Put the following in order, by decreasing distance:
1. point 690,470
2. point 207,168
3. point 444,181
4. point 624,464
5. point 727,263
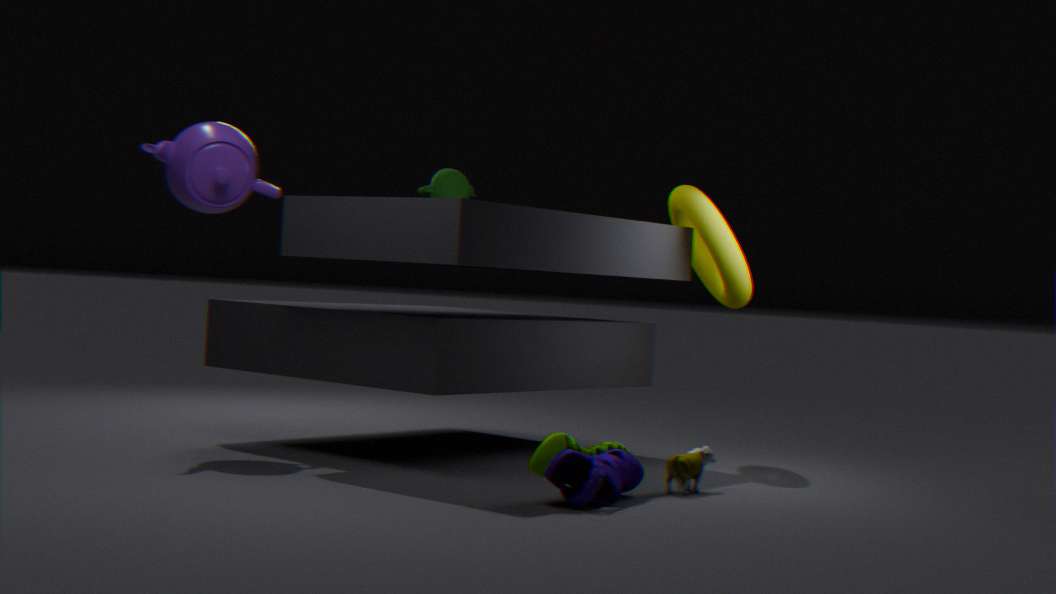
1. point 444,181
2. point 727,263
3. point 207,168
4. point 690,470
5. point 624,464
